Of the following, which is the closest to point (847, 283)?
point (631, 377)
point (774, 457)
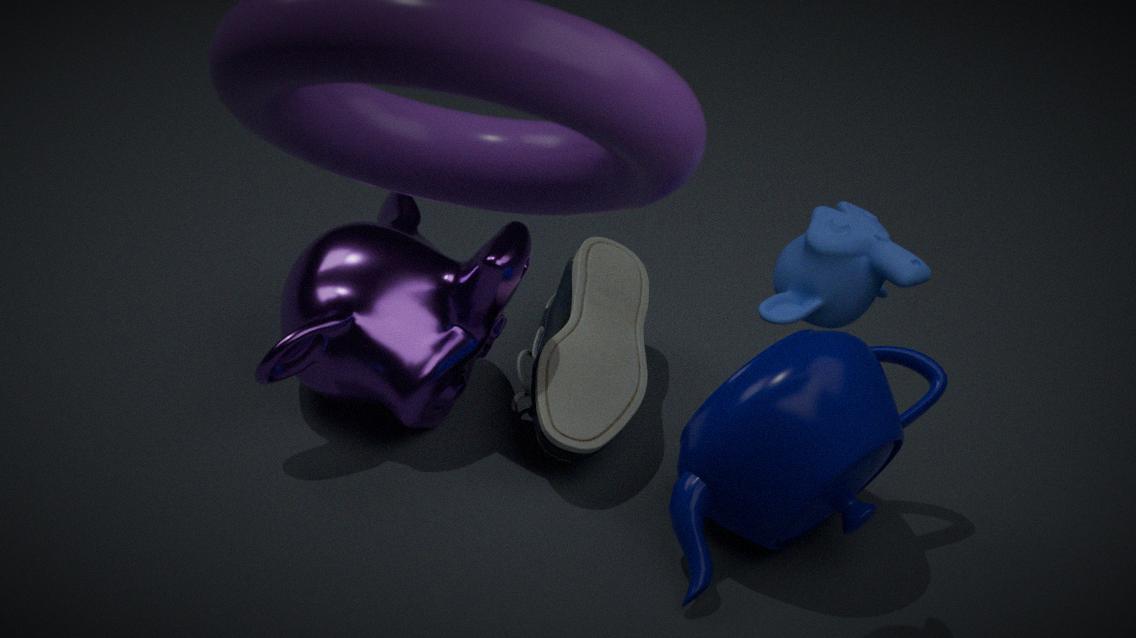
point (774, 457)
